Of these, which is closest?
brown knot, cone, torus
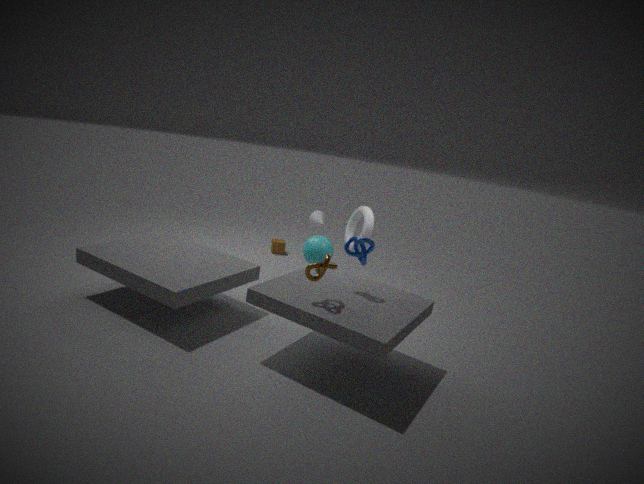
brown knot
